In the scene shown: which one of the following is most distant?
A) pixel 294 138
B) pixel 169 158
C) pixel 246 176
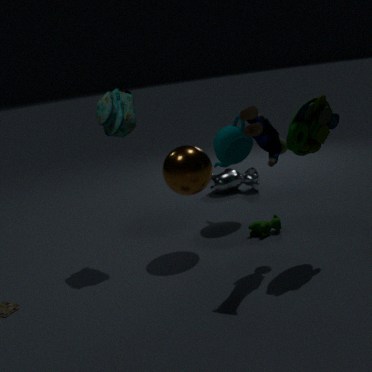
pixel 246 176
